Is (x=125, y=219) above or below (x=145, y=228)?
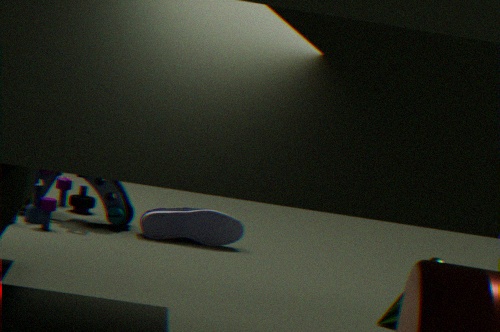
above
